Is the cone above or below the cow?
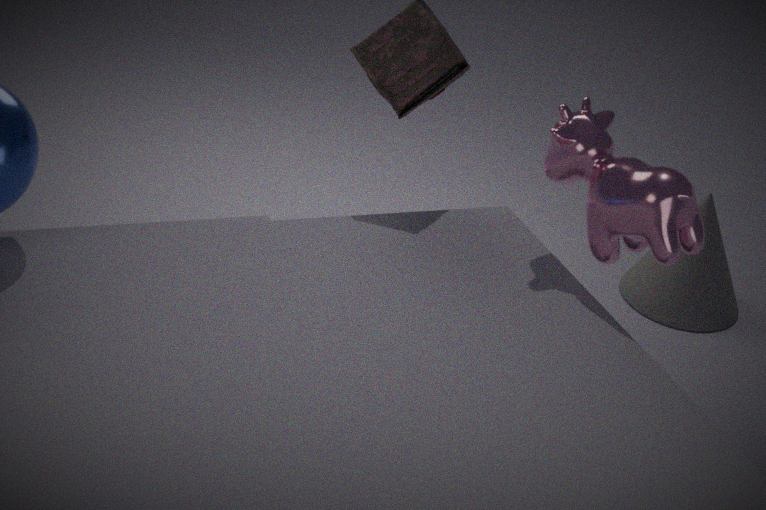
below
